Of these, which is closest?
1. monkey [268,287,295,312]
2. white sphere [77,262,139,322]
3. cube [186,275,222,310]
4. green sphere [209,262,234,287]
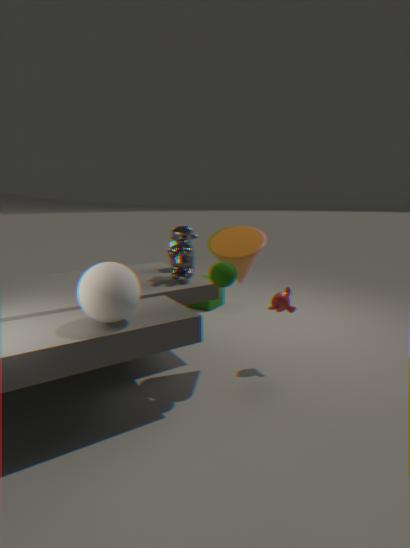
white sphere [77,262,139,322]
